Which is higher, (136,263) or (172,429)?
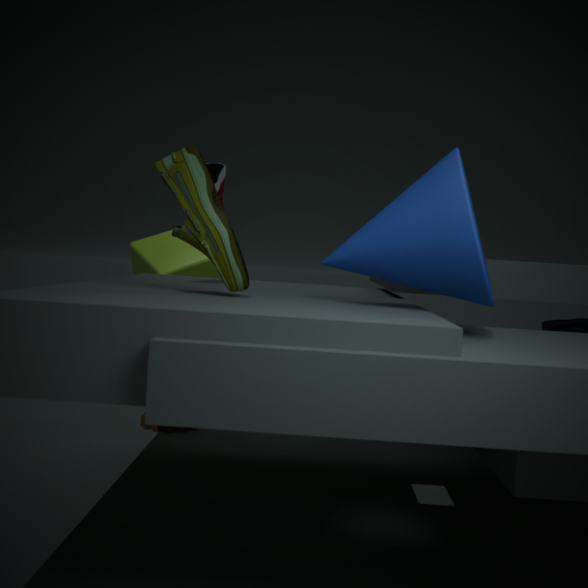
(136,263)
